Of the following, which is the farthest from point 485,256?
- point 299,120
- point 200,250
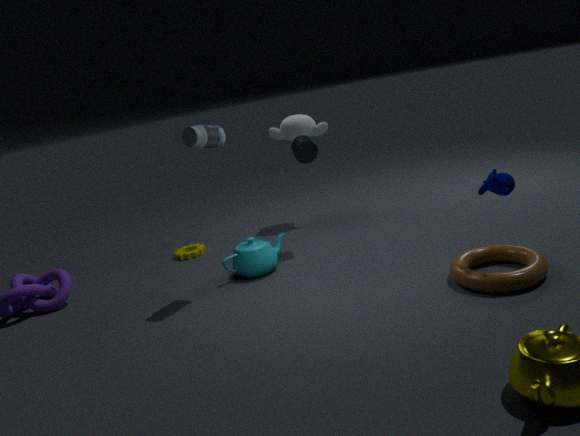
point 200,250
